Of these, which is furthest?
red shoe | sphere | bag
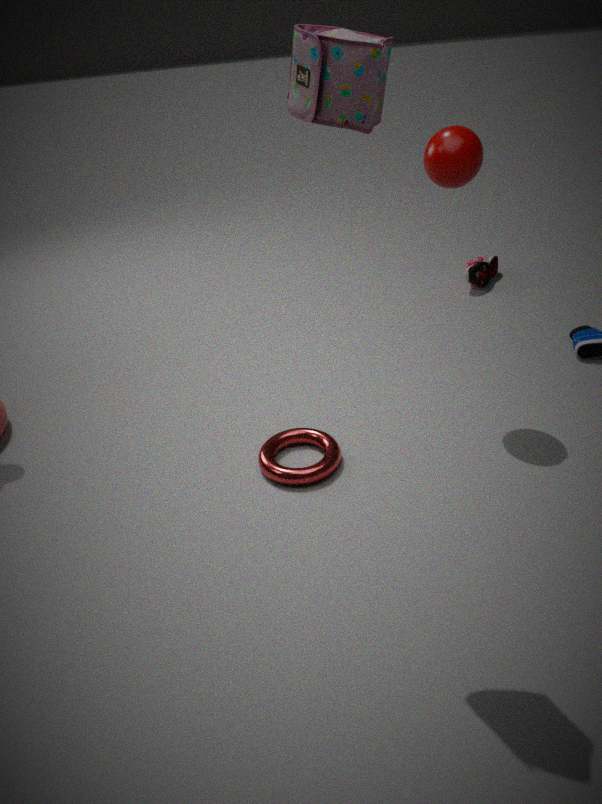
red shoe
